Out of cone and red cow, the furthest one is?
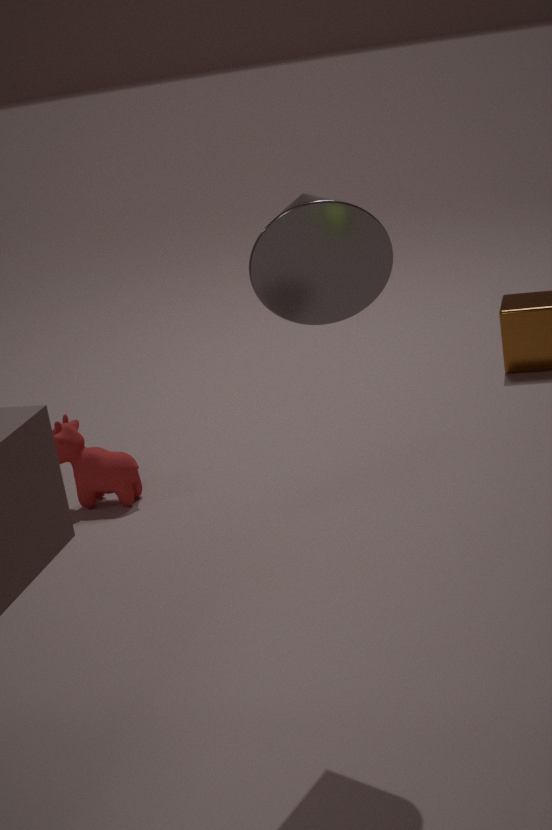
red cow
